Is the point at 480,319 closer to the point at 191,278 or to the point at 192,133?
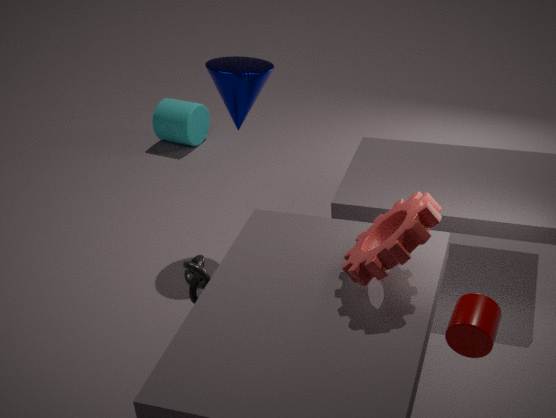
the point at 191,278
